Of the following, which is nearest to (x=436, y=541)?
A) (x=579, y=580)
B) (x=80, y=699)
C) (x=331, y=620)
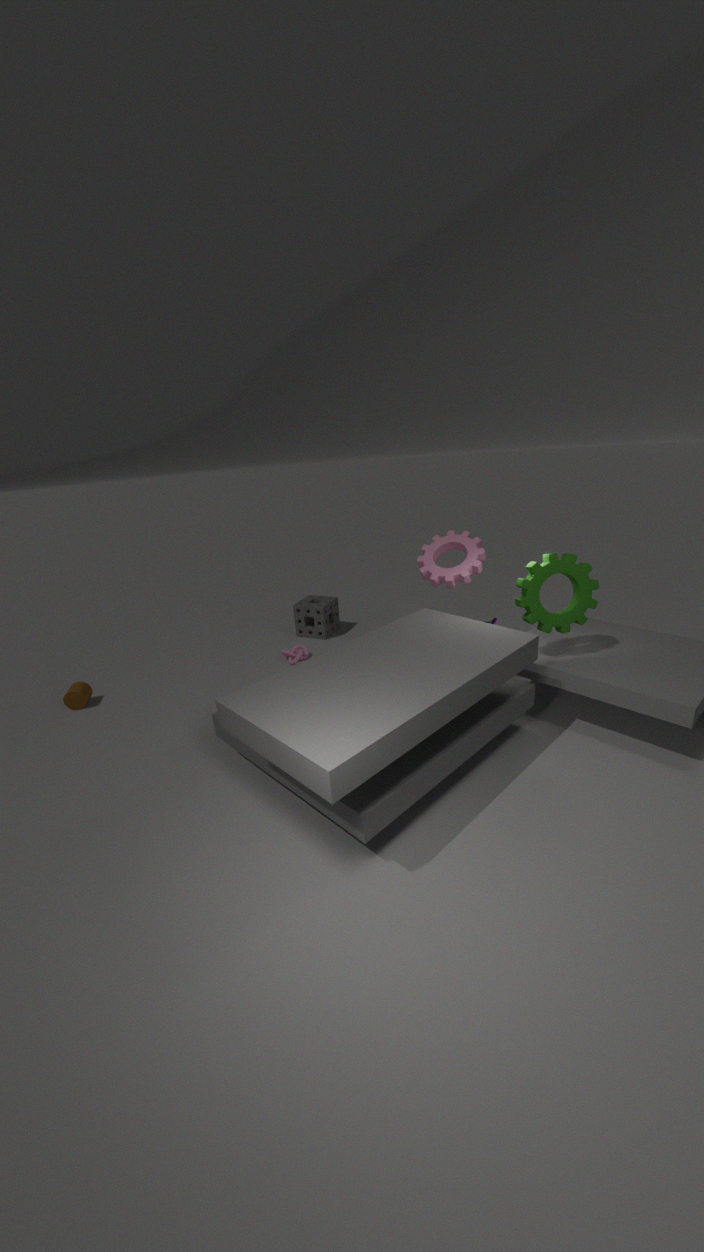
(x=579, y=580)
